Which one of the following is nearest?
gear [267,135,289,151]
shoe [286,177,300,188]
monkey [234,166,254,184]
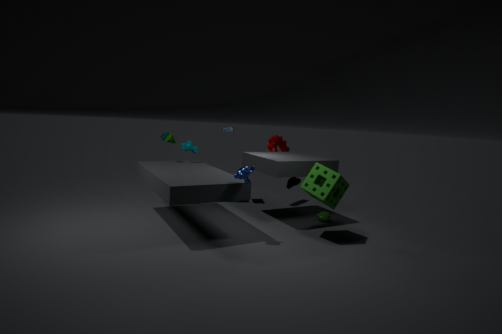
monkey [234,166,254,184]
